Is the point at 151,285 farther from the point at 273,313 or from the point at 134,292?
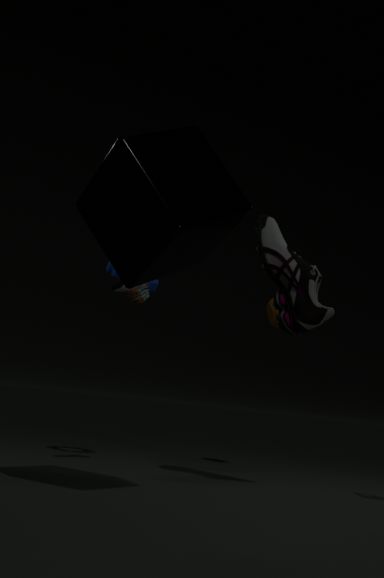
the point at 273,313
